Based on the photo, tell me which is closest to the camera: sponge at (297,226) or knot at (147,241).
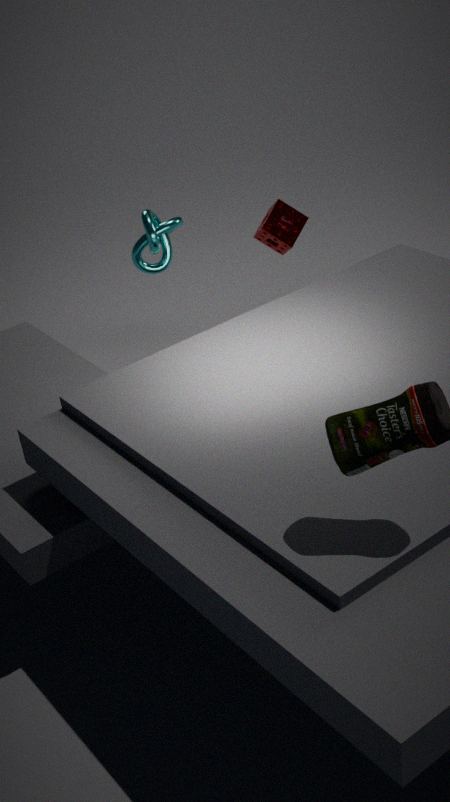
knot at (147,241)
